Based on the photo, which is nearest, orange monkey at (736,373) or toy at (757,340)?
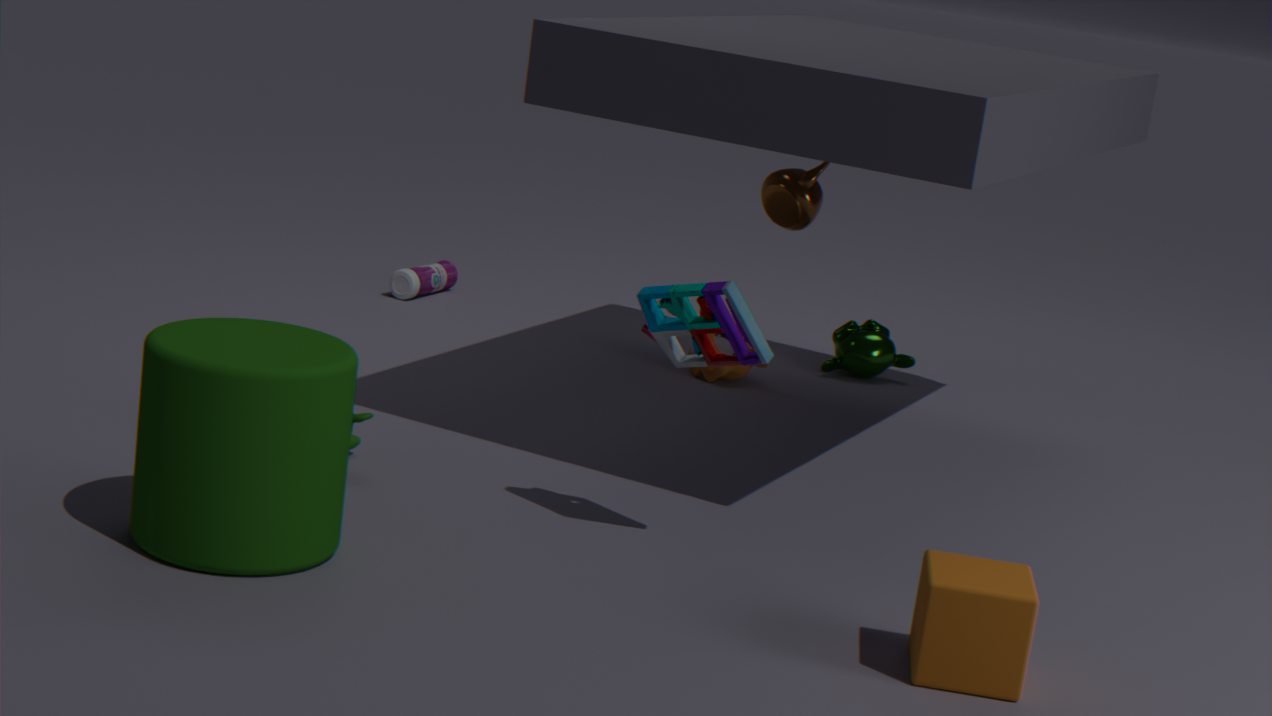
toy at (757,340)
